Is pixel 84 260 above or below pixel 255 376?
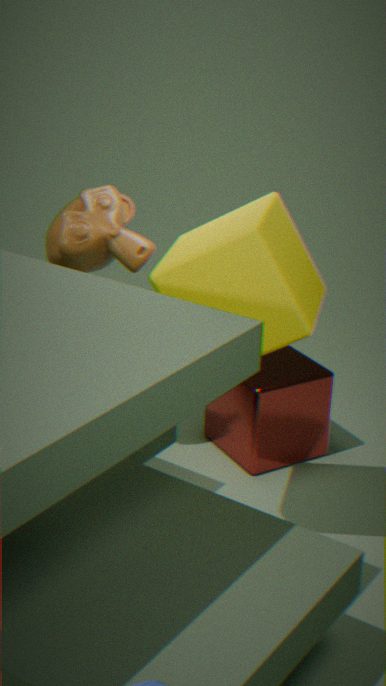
above
